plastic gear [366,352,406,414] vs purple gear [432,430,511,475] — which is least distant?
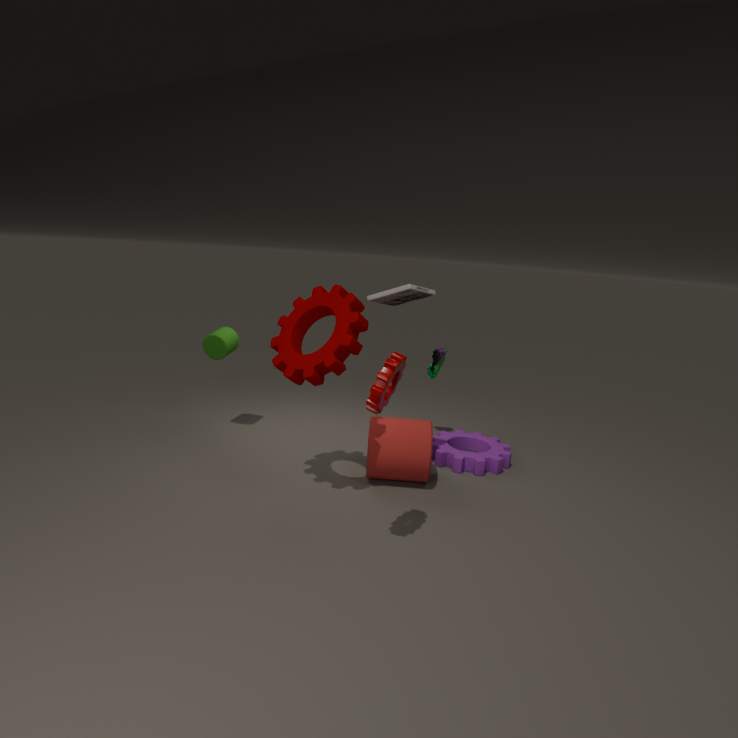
plastic gear [366,352,406,414]
